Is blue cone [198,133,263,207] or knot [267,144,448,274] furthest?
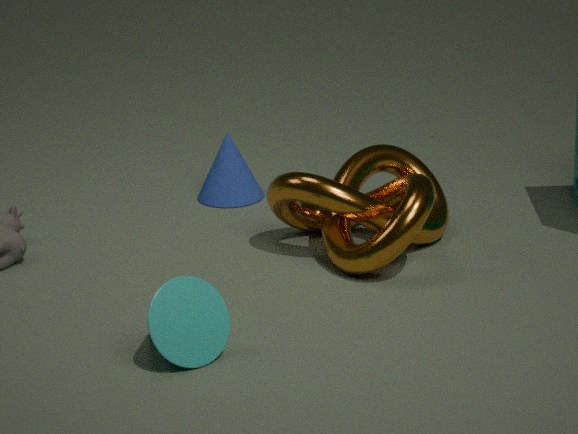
blue cone [198,133,263,207]
